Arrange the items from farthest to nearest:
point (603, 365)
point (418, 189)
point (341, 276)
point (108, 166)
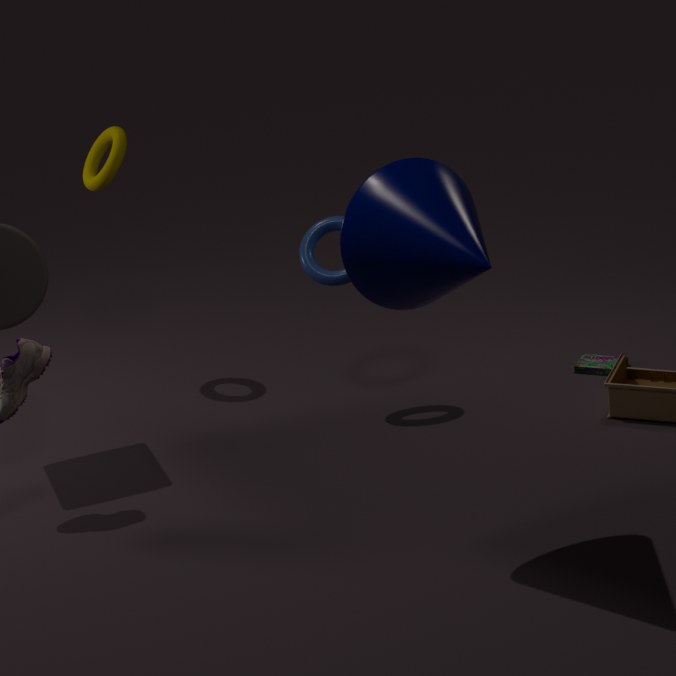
point (108, 166) → point (603, 365) → point (341, 276) → point (418, 189)
